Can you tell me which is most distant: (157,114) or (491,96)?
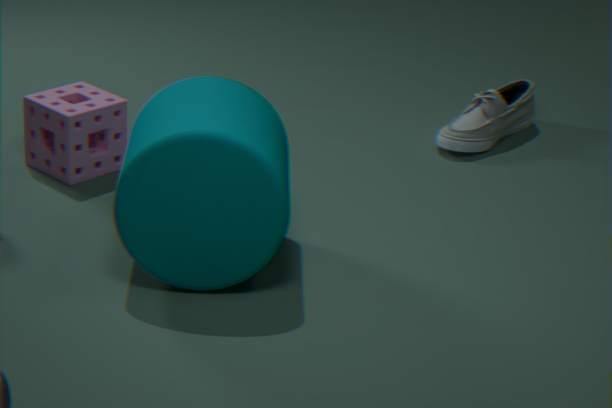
(491,96)
